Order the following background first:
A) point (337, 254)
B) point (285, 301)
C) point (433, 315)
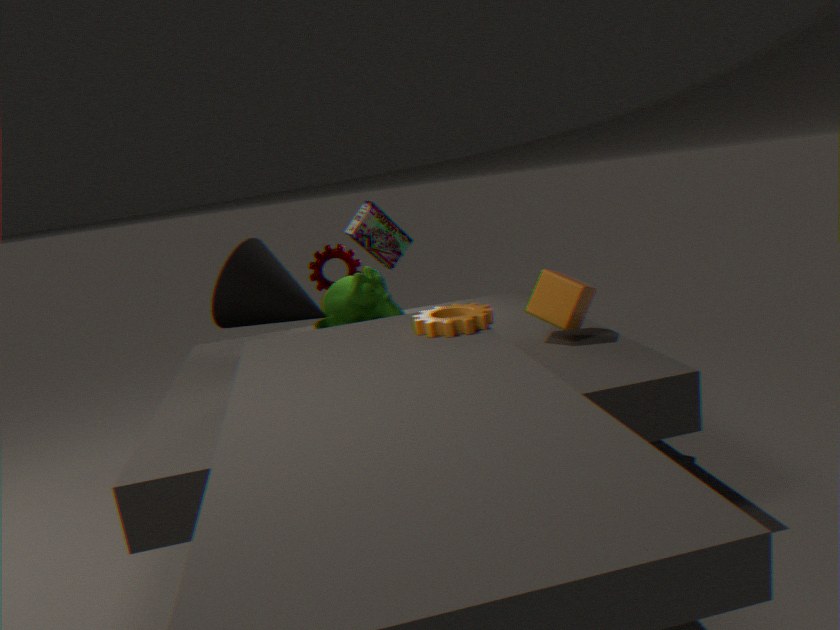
point (337, 254), point (285, 301), point (433, 315)
